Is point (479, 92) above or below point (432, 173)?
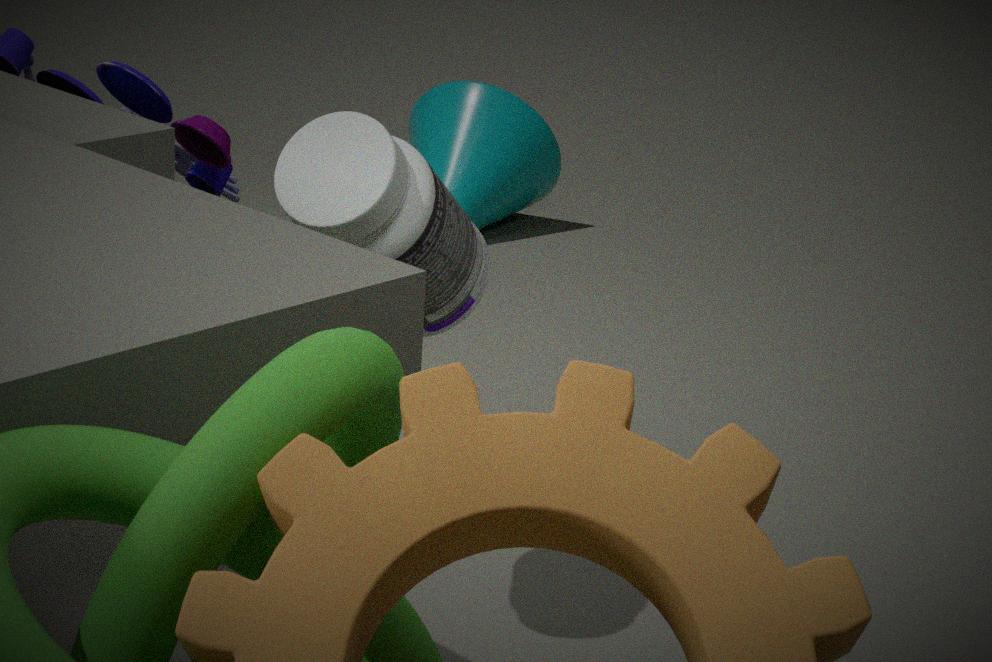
below
